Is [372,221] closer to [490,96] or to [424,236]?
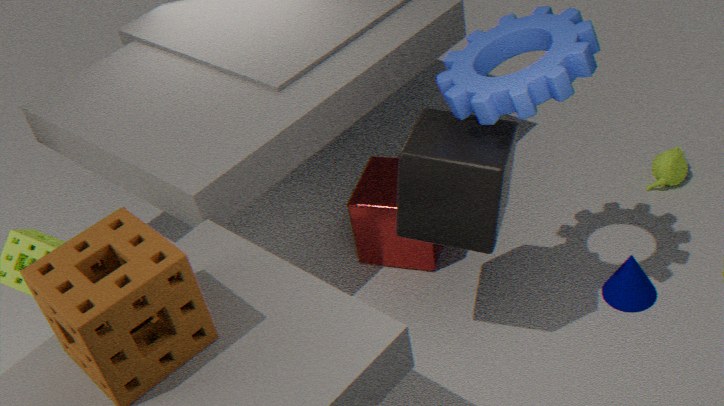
[424,236]
